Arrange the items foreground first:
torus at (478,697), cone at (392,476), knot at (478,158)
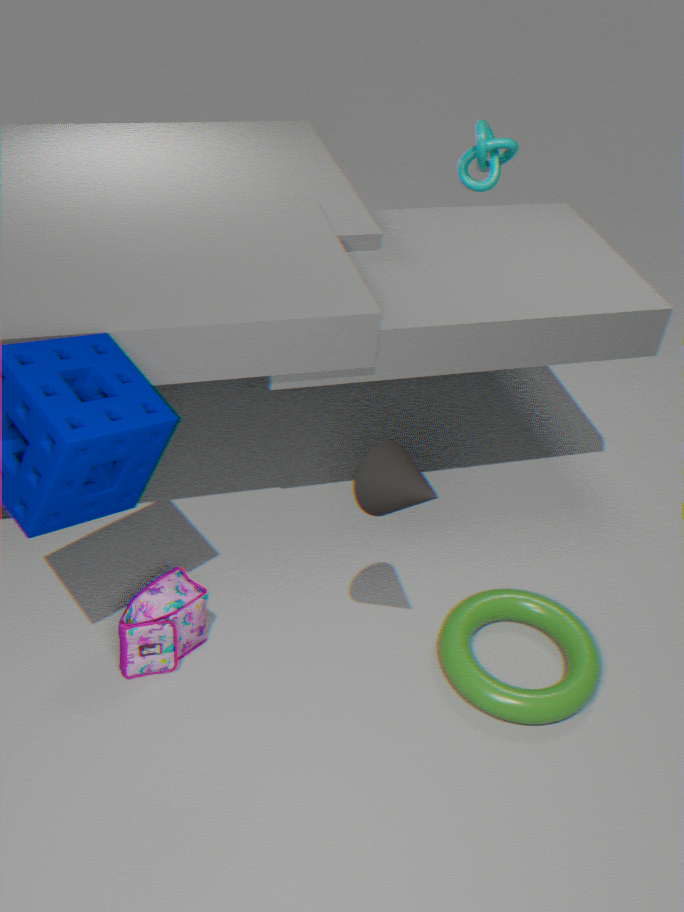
cone at (392,476) → torus at (478,697) → knot at (478,158)
